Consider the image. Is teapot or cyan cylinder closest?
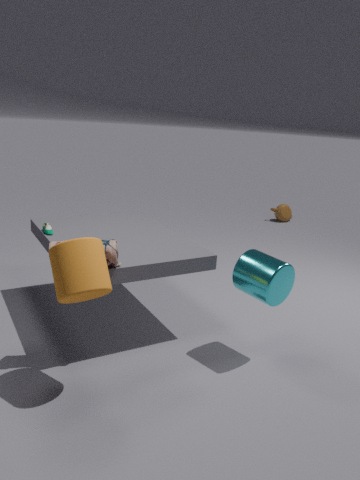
cyan cylinder
